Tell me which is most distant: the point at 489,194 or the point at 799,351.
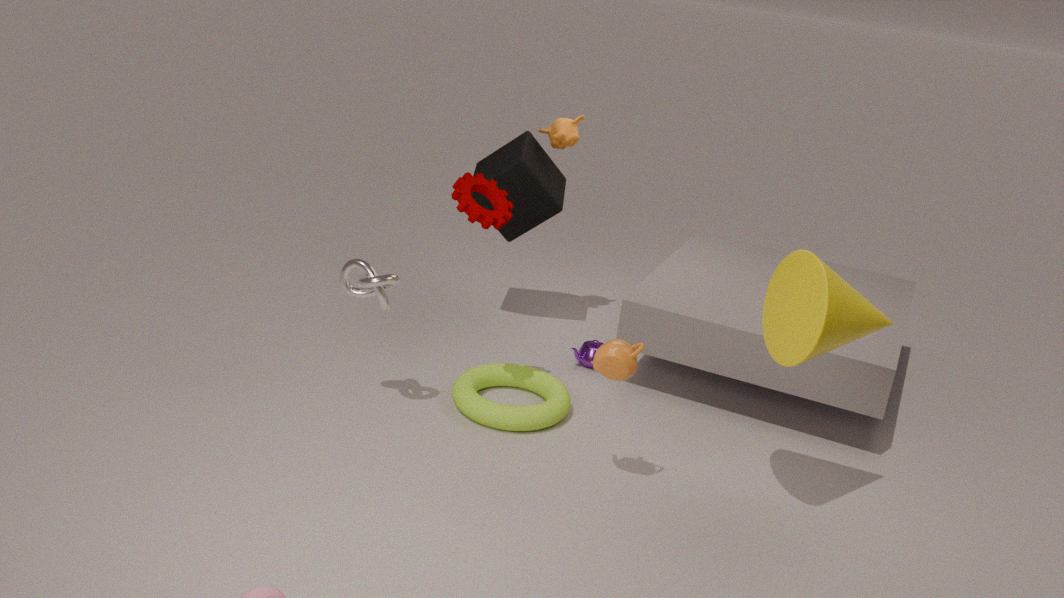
the point at 489,194
